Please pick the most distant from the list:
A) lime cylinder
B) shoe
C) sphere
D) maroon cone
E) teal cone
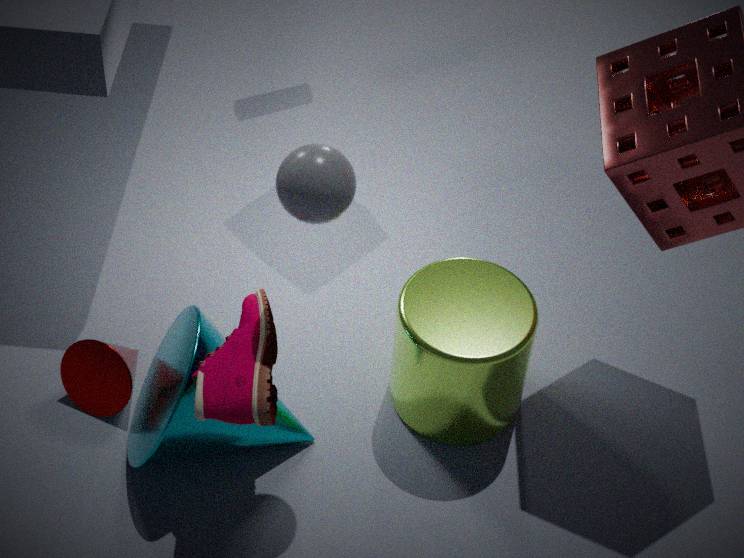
maroon cone
